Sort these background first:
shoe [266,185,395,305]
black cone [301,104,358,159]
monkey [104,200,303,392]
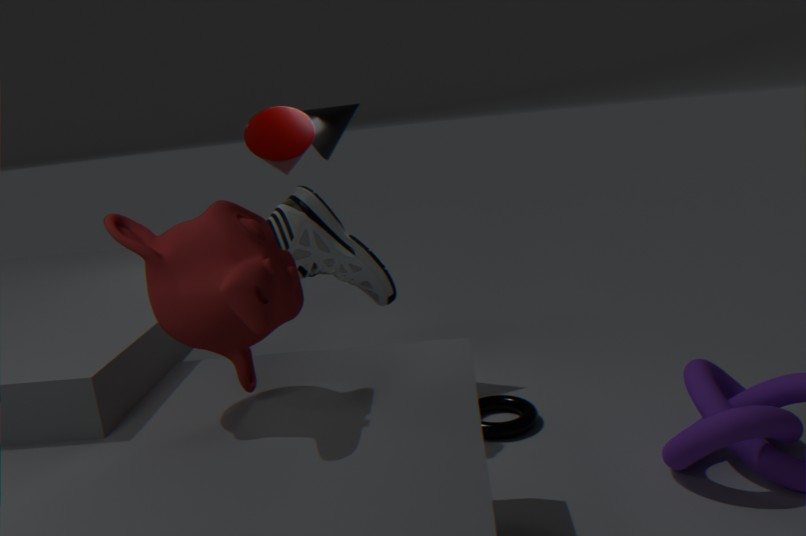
black cone [301,104,358,159]
shoe [266,185,395,305]
monkey [104,200,303,392]
